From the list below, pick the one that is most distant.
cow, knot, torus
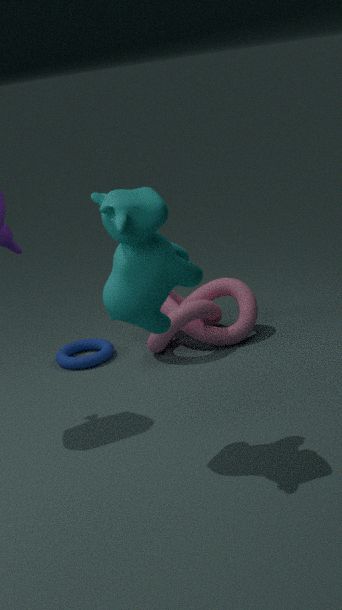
torus
